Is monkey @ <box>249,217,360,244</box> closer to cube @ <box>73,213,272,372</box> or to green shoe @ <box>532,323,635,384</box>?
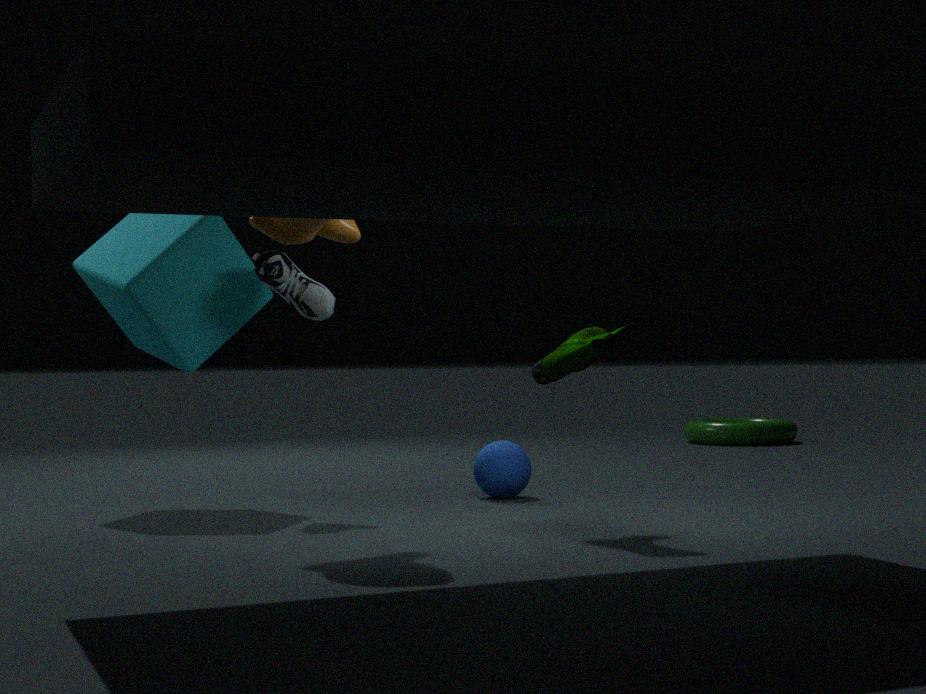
cube @ <box>73,213,272,372</box>
